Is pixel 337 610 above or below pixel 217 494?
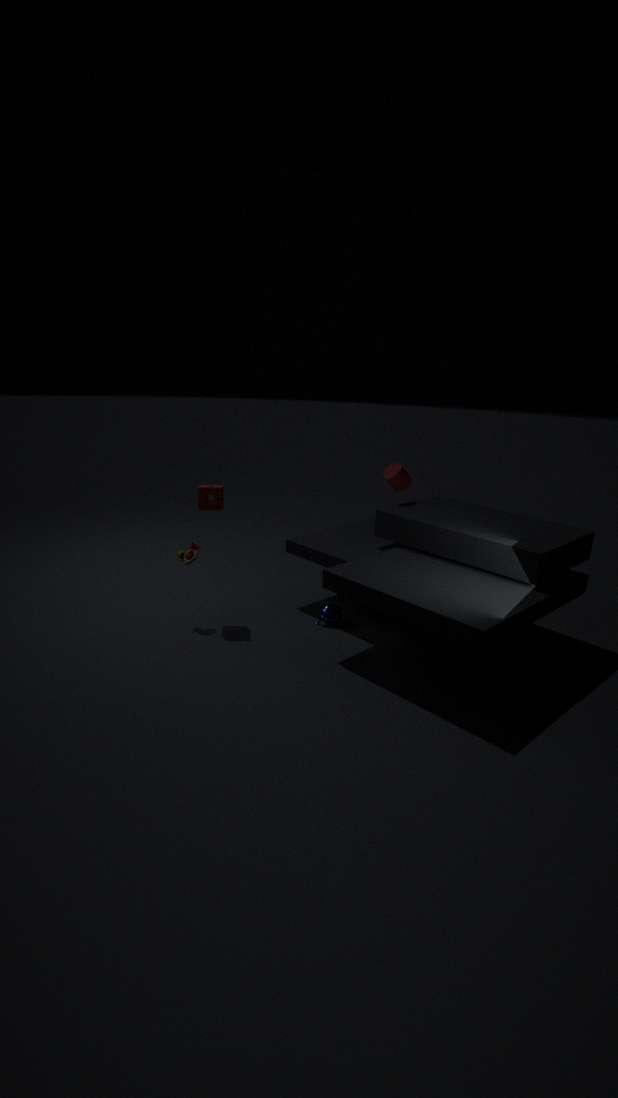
below
